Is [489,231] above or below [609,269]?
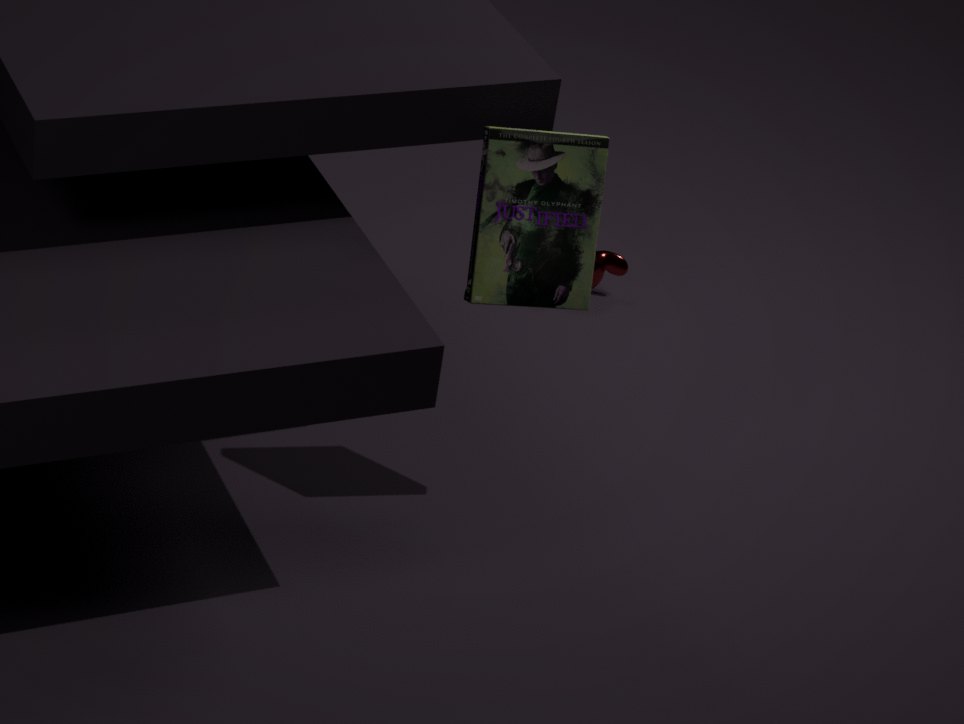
above
